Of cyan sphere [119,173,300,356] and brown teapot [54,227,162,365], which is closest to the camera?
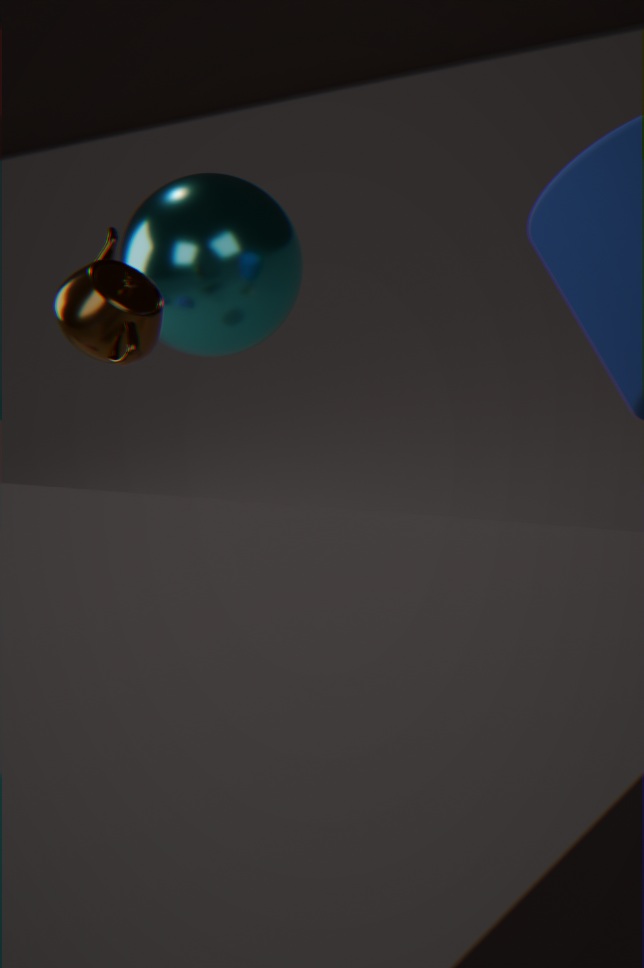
brown teapot [54,227,162,365]
